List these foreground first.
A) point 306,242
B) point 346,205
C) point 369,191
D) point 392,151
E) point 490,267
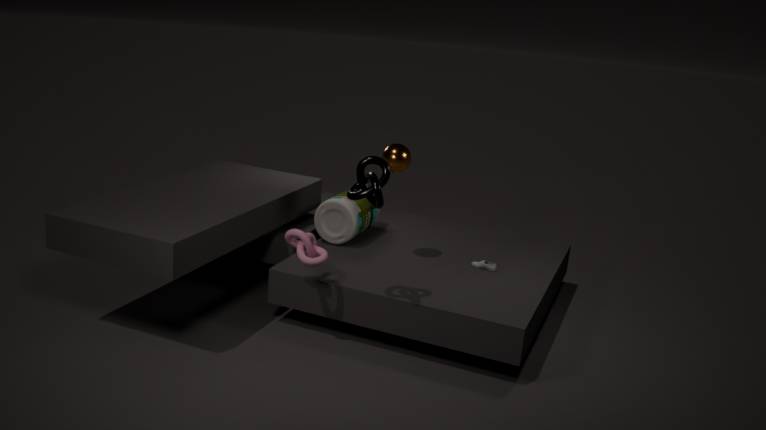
point 369,191
point 306,242
point 392,151
point 490,267
point 346,205
